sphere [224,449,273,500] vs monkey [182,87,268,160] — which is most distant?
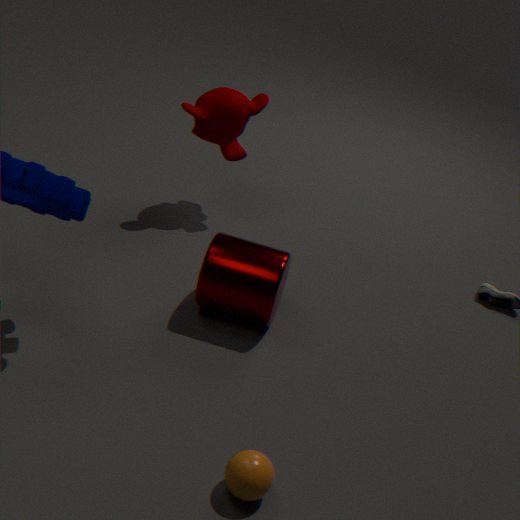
monkey [182,87,268,160]
